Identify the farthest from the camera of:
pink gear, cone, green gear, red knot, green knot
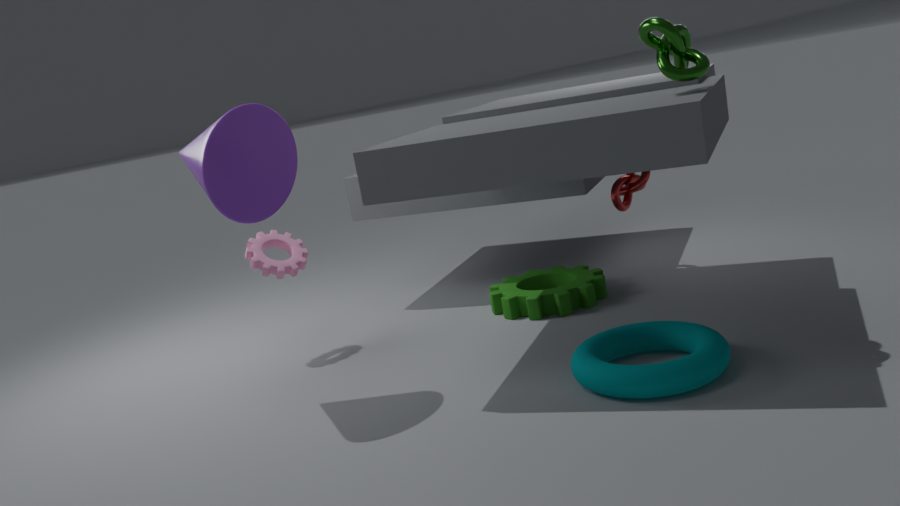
red knot
